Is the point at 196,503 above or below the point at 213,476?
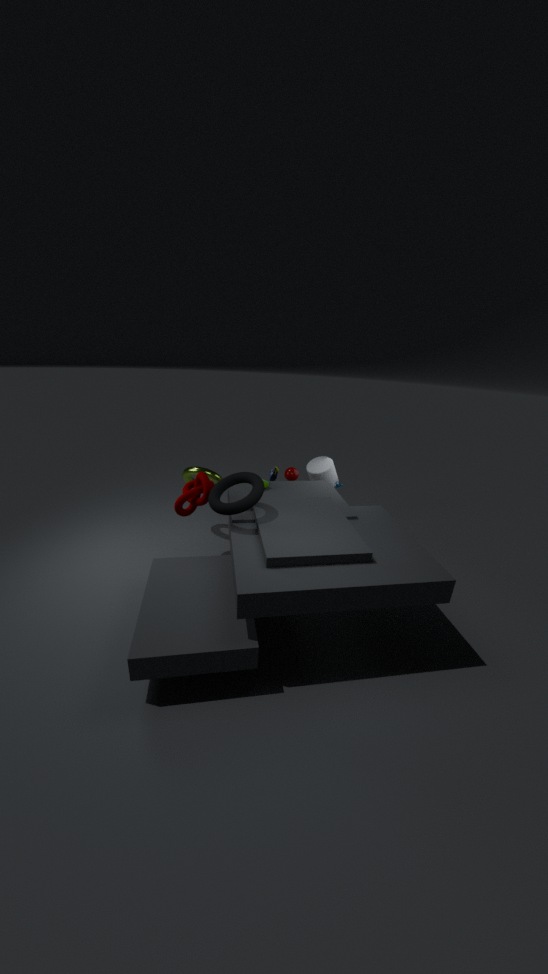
above
